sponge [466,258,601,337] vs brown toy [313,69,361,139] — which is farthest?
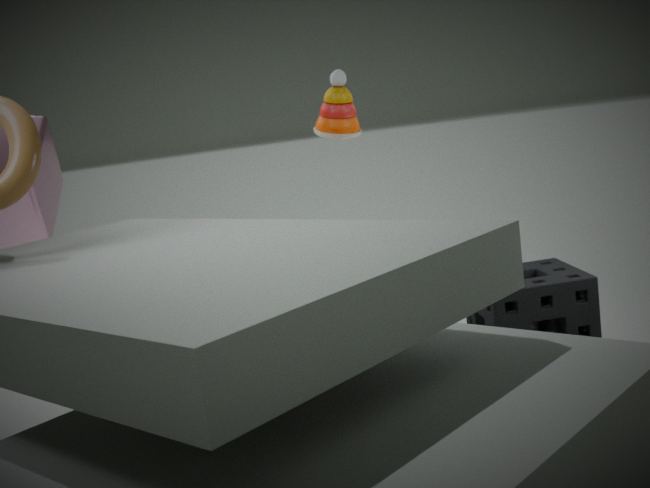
brown toy [313,69,361,139]
